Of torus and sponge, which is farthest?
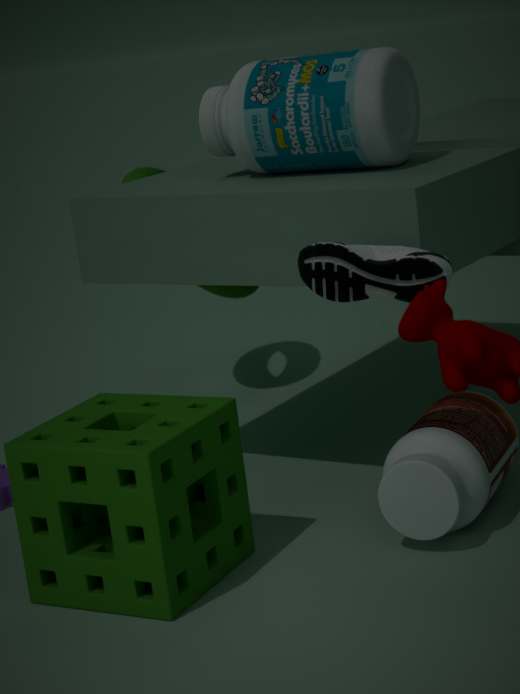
torus
